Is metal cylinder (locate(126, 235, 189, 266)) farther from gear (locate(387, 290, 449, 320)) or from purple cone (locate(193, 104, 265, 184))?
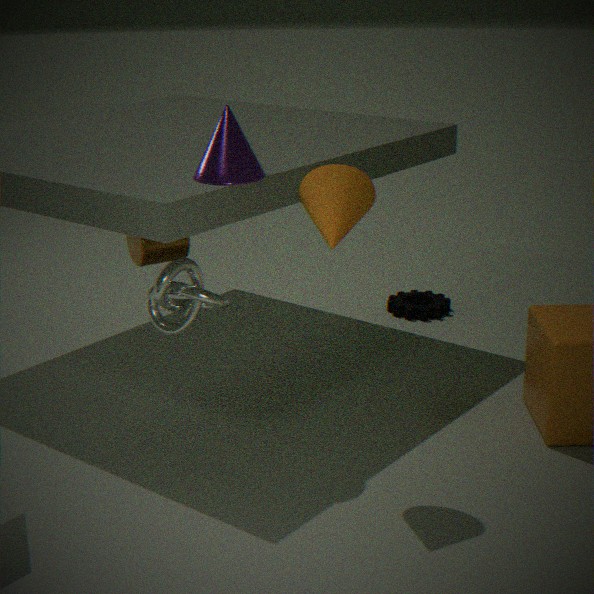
gear (locate(387, 290, 449, 320))
